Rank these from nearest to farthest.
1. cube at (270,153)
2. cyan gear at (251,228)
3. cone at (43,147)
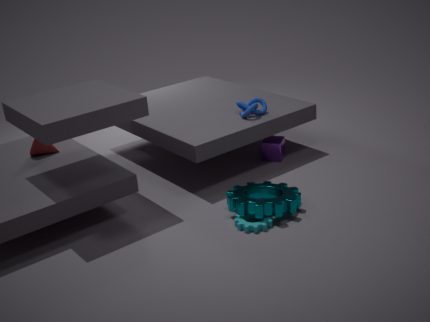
cyan gear at (251,228) → cone at (43,147) → cube at (270,153)
